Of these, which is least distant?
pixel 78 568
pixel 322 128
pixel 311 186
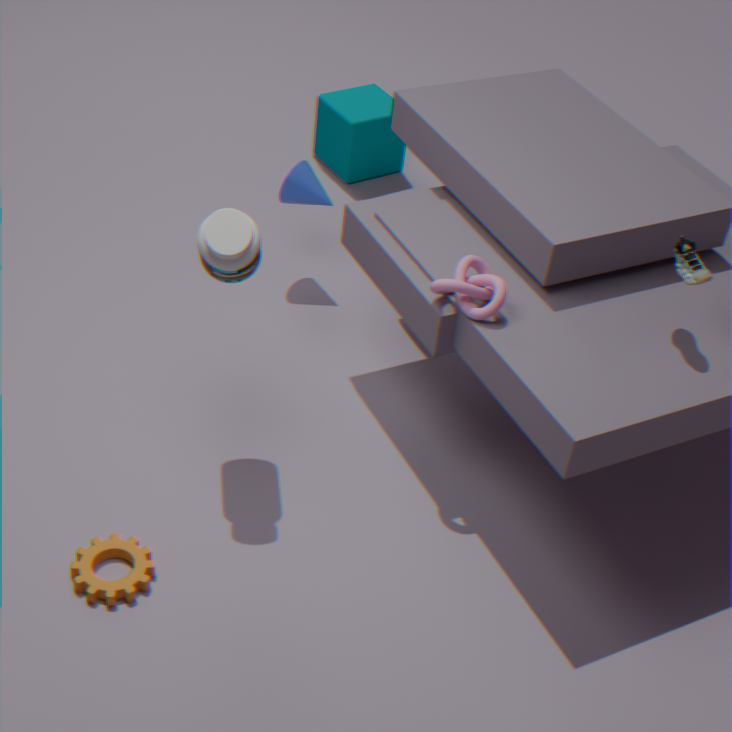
pixel 78 568
